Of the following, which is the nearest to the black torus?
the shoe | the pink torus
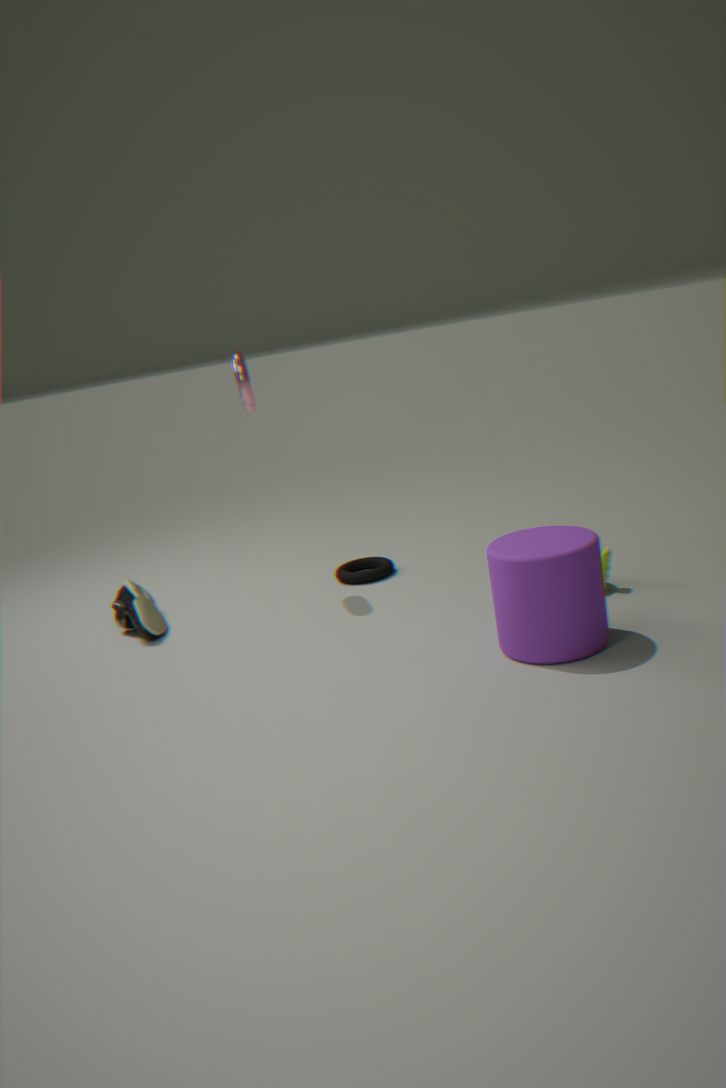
the shoe
